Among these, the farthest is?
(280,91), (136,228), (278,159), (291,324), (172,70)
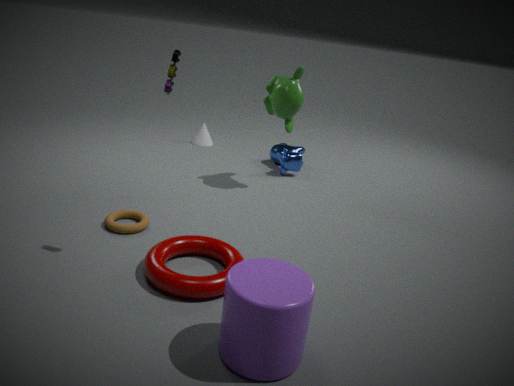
(278,159)
